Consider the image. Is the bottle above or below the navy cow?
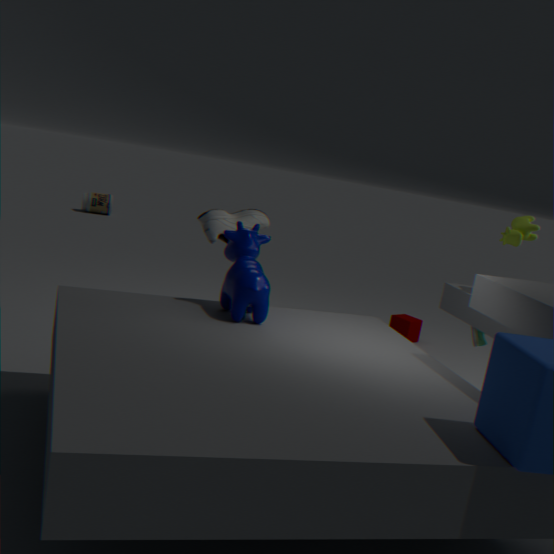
below
